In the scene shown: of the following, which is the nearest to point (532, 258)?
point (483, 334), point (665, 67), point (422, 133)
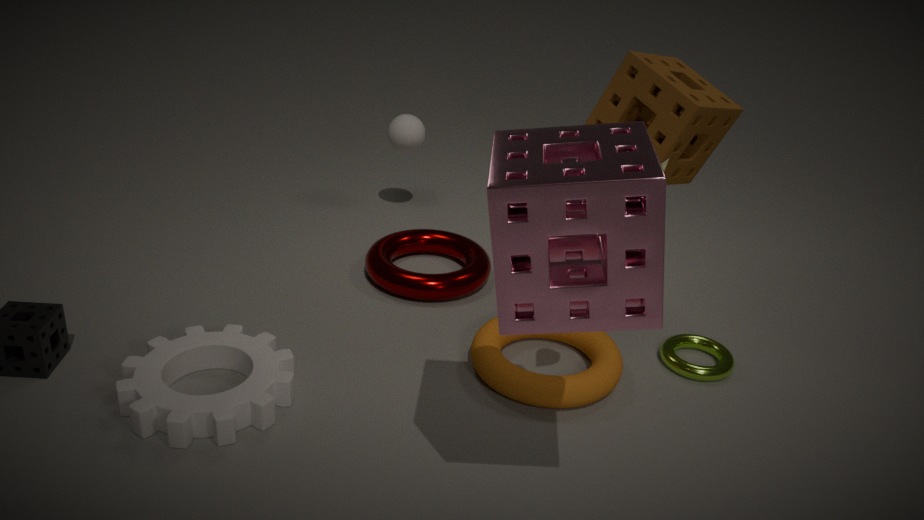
point (483, 334)
